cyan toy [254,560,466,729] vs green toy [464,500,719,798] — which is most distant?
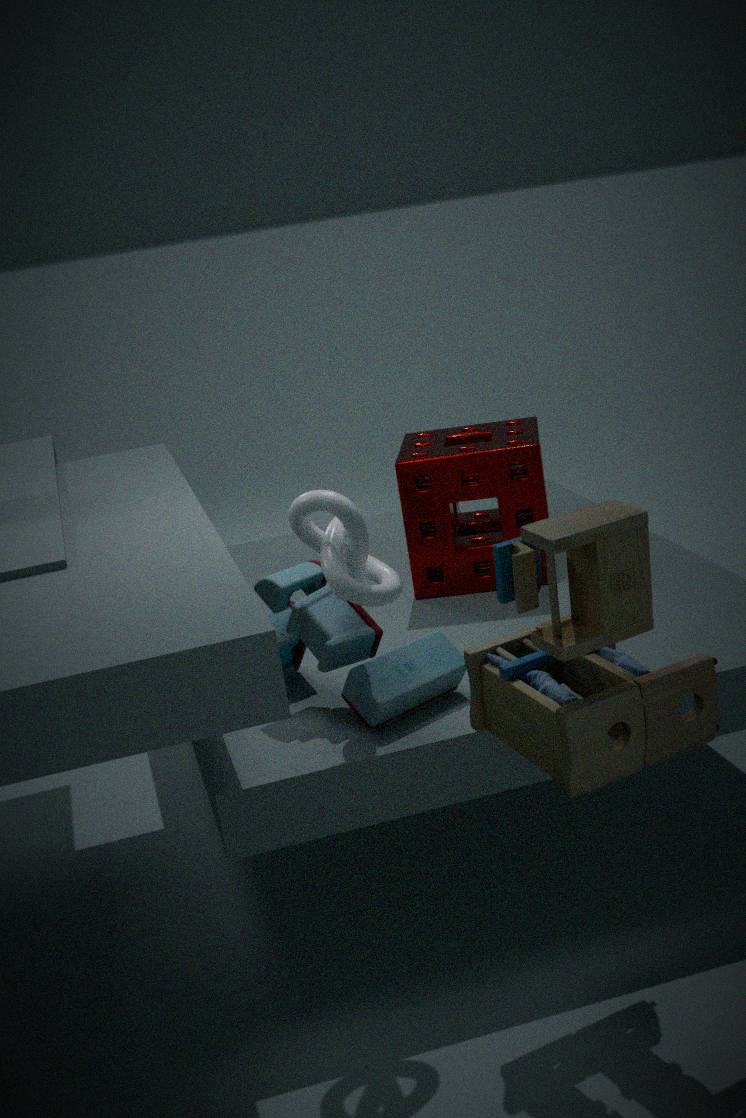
cyan toy [254,560,466,729]
